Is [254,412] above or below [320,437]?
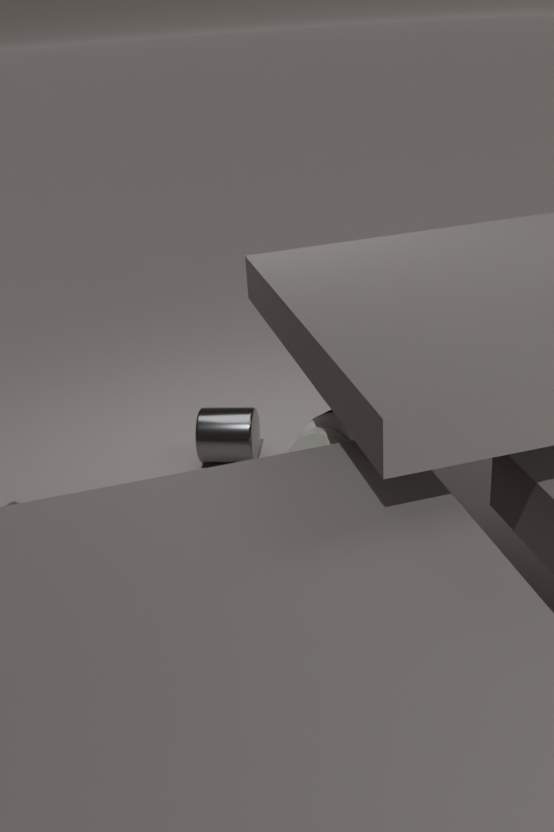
below
